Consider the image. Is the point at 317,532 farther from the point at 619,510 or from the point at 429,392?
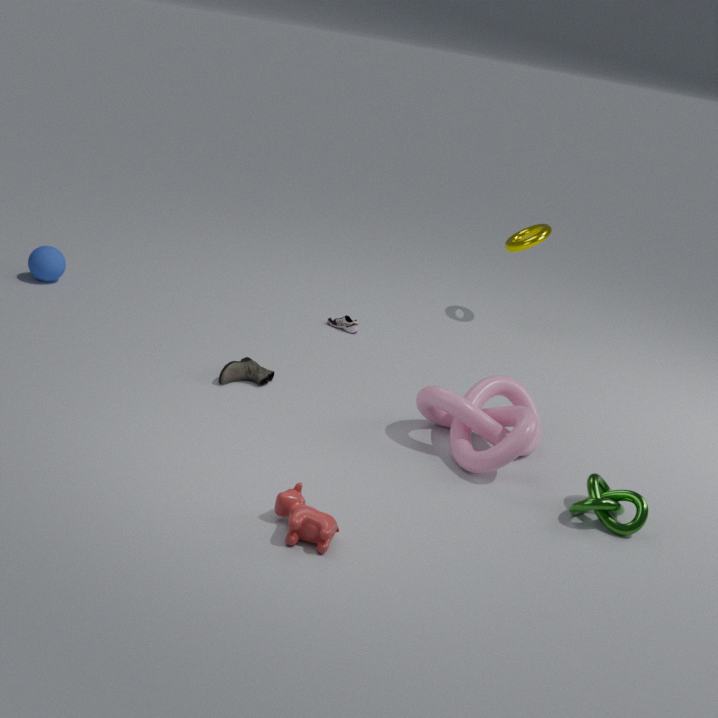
the point at 619,510
